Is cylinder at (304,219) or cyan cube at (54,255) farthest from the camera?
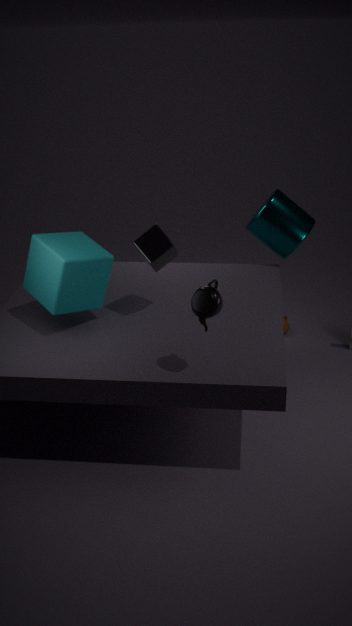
cylinder at (304,219)
